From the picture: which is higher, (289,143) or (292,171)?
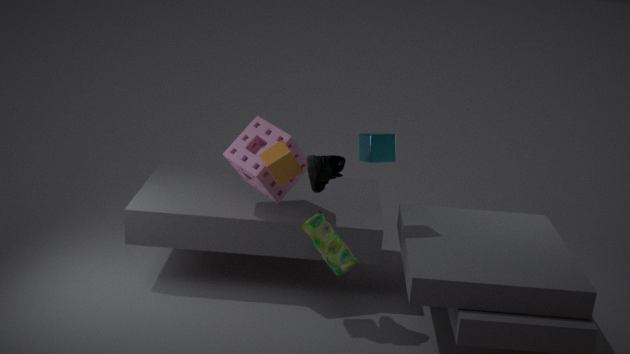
(292,171)
